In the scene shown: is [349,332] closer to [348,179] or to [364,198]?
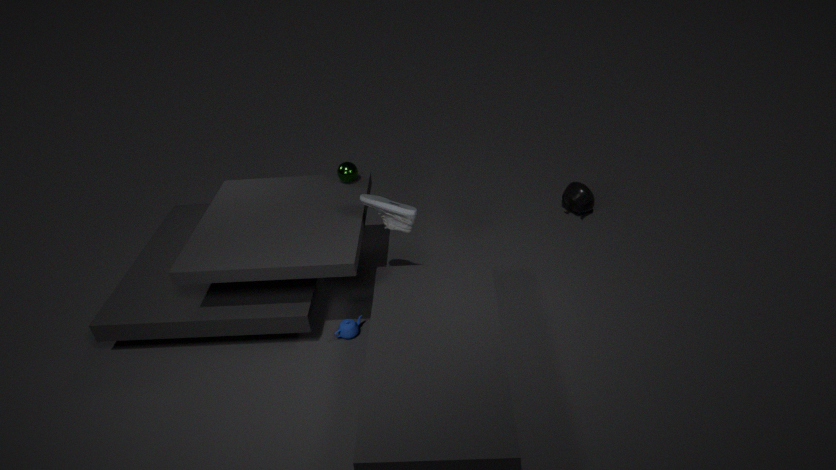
[364,198]
